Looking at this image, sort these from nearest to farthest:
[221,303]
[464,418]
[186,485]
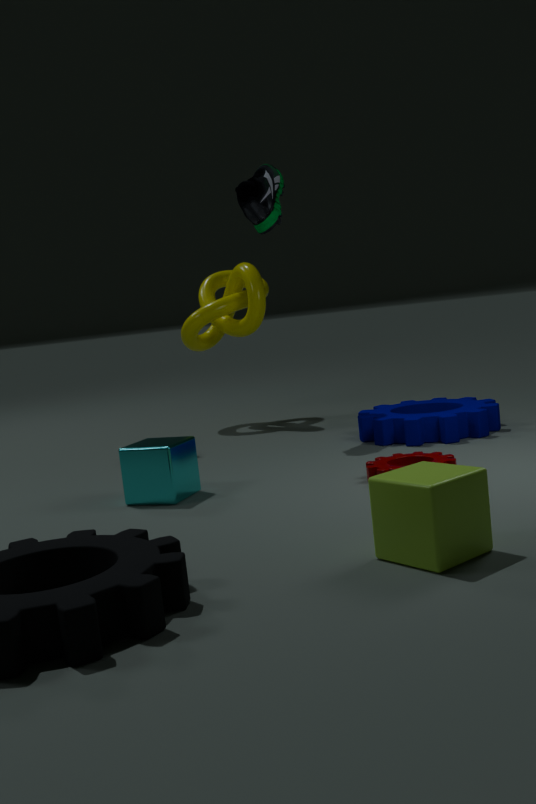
[186,485]
[464,418]
[221,303]
